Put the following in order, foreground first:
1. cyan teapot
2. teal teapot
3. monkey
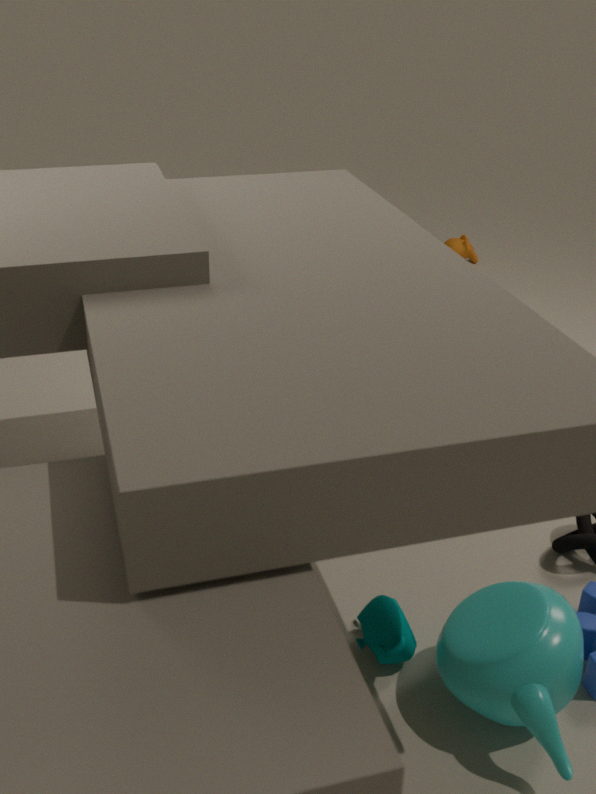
cyan teapot, teal teapot, monkey
